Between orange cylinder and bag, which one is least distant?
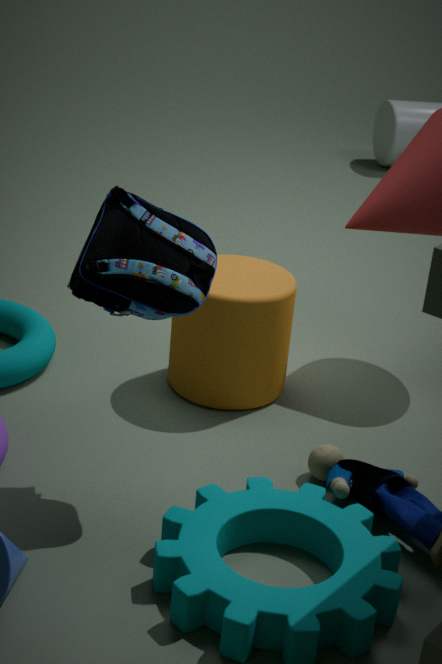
bag
